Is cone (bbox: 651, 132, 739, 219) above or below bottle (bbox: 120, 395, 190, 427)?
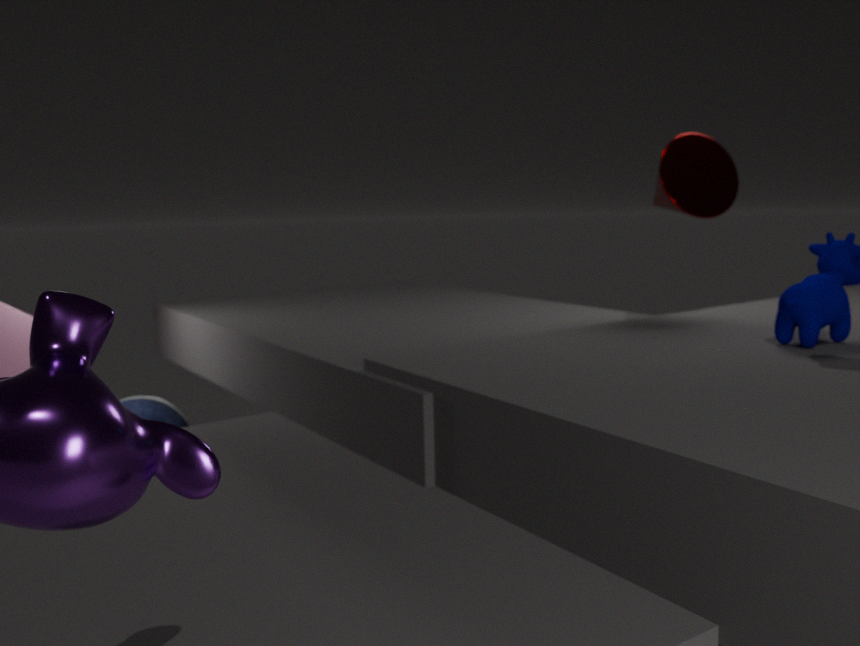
above
